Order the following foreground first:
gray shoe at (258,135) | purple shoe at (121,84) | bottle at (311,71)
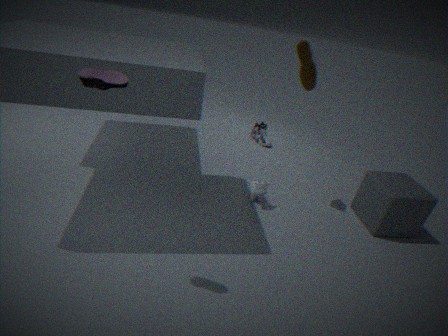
purple shoe at (121,84), bottle at (311,71), gray shoe at (258,135)
